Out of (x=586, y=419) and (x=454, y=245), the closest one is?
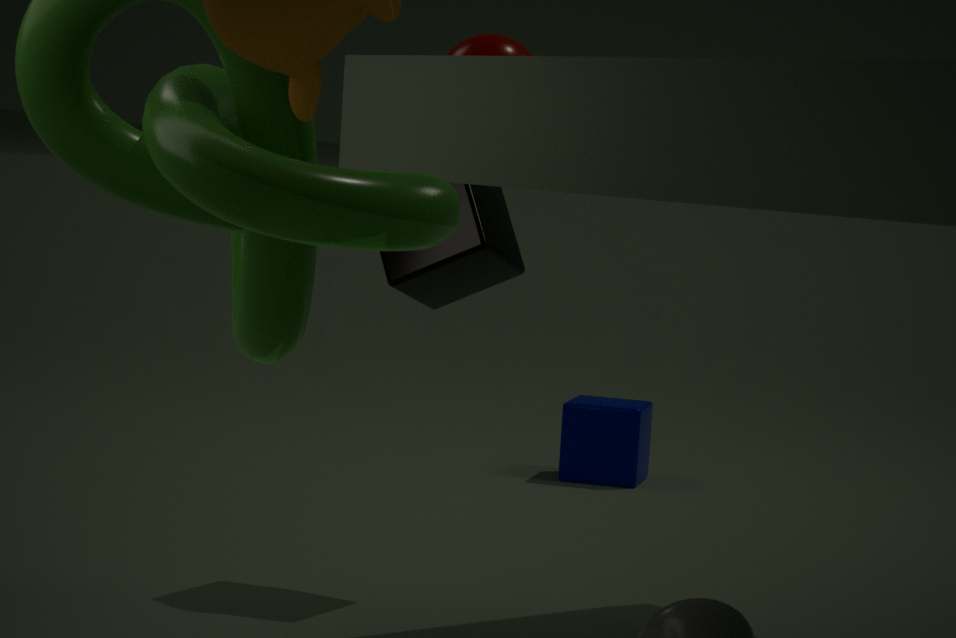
(x=454, y=245)
